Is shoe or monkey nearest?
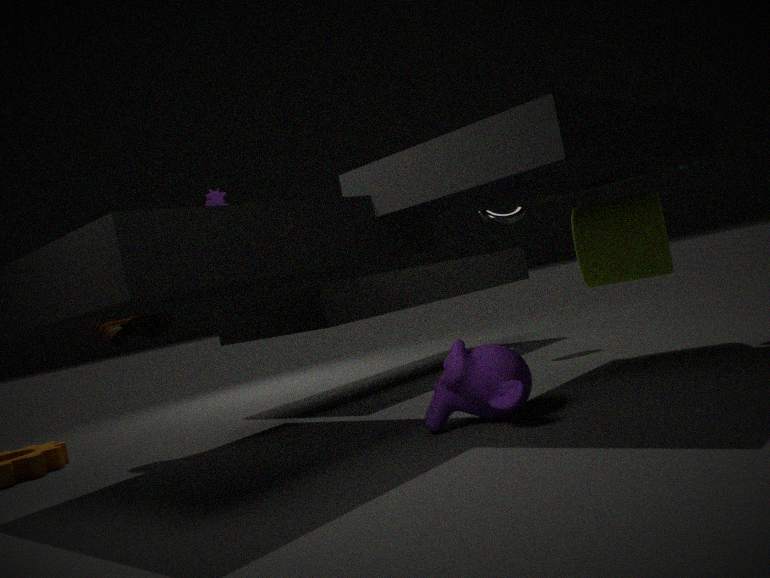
monkey
